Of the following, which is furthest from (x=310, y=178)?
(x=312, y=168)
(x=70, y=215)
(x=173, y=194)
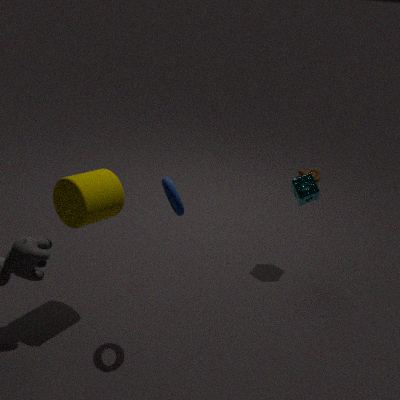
(x=312, y=168)
